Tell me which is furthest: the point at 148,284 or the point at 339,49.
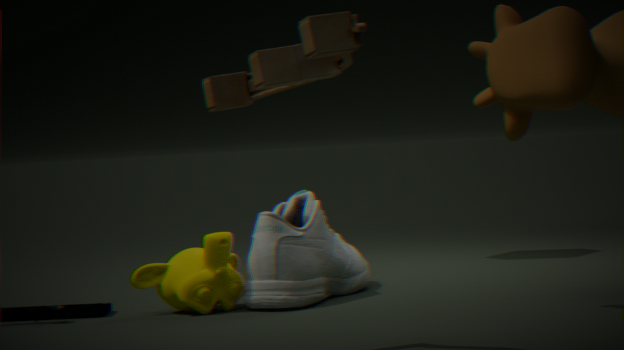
the point at 148,284
